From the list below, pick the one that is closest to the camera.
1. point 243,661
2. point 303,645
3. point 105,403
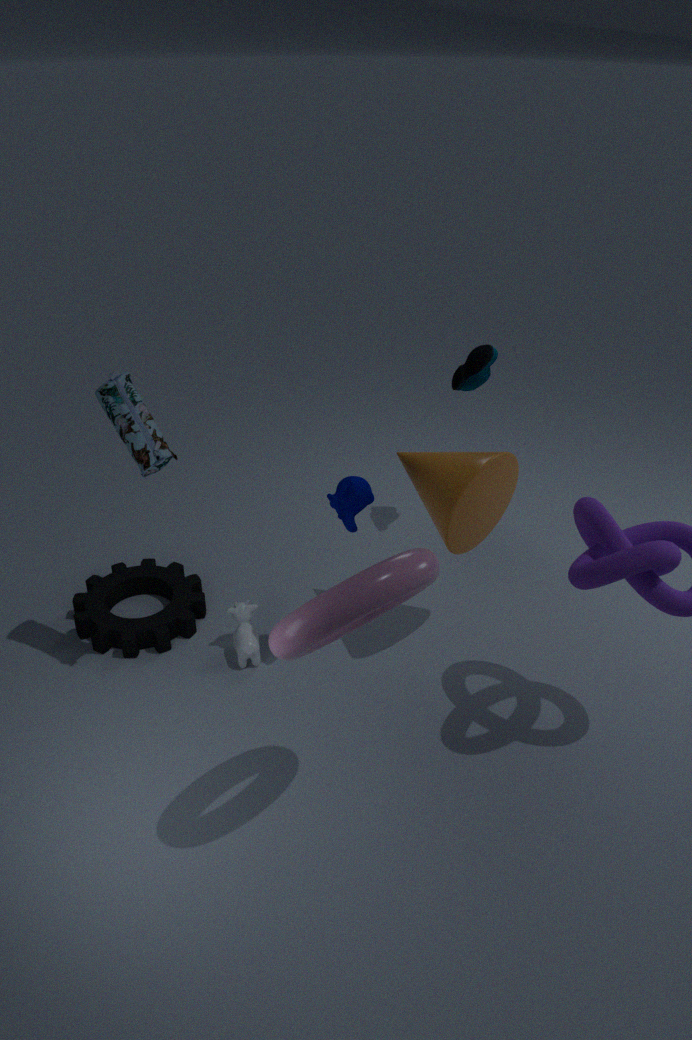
point 303,645
